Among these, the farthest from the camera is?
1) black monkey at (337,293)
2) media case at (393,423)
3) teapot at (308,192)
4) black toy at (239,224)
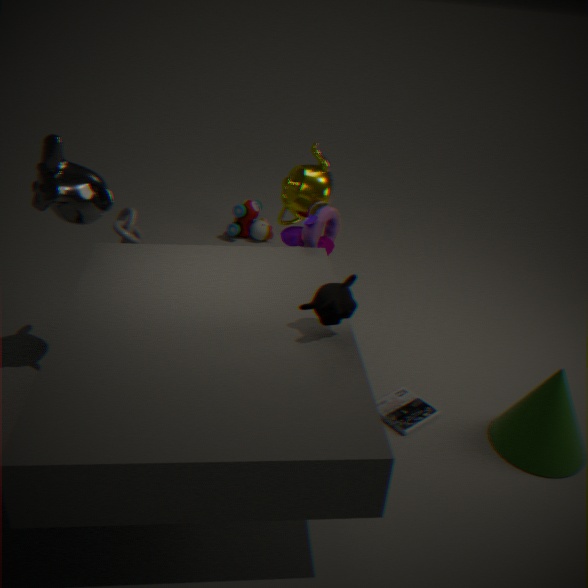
4. black toy at (239,224)
